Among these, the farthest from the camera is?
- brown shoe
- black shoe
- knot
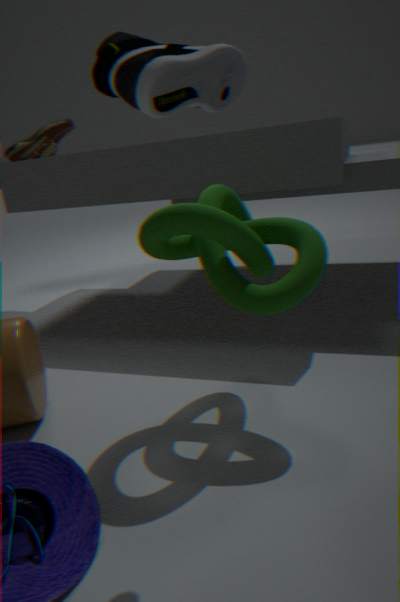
brown shoe
